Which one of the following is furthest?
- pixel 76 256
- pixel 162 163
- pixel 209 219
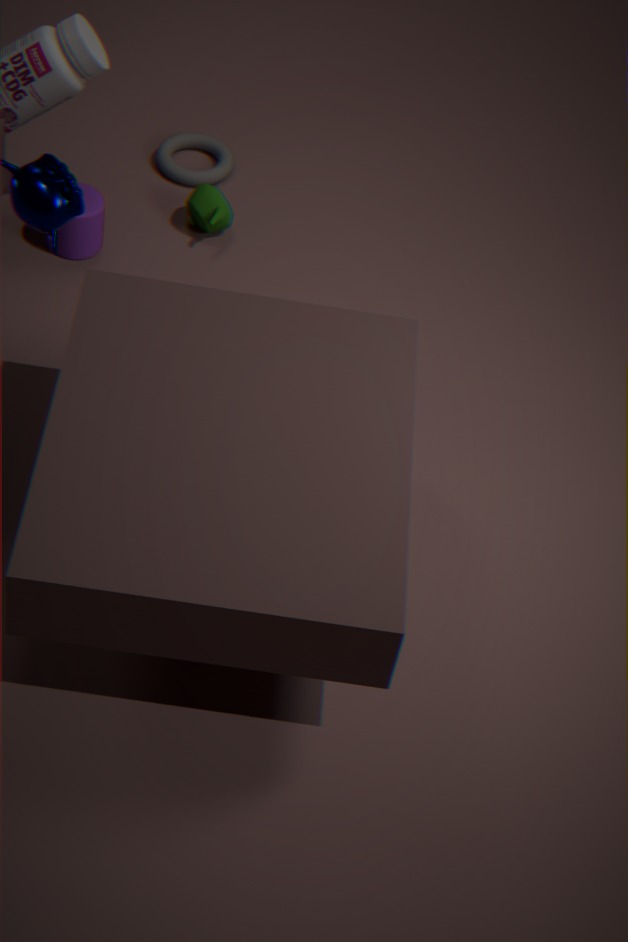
pixel 162 163
